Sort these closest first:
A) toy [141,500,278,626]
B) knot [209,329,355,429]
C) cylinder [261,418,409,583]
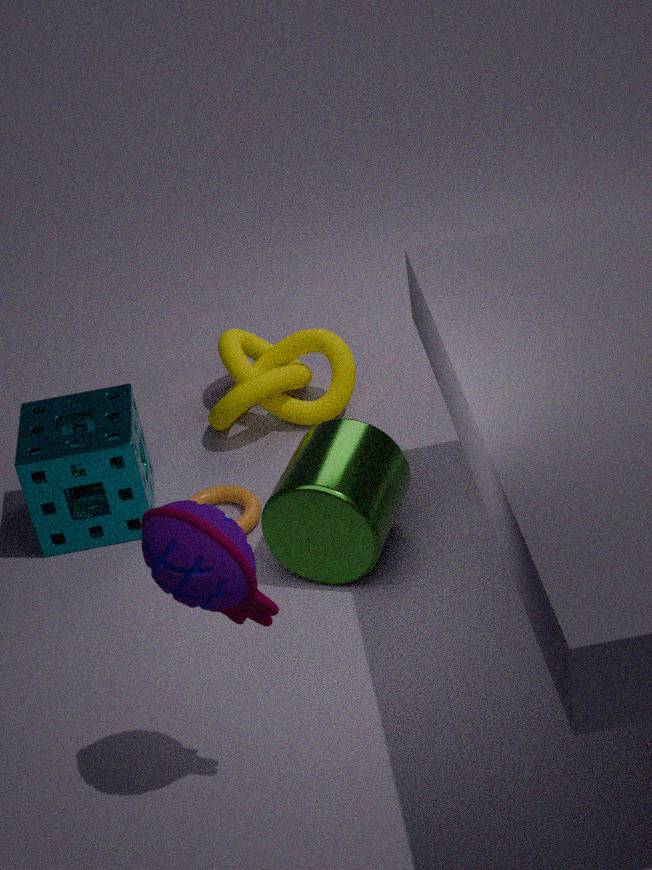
1. toy [141,500,278,626]
2. cylinder [261,418,409,583]
3. knot [209,329,355,429]
